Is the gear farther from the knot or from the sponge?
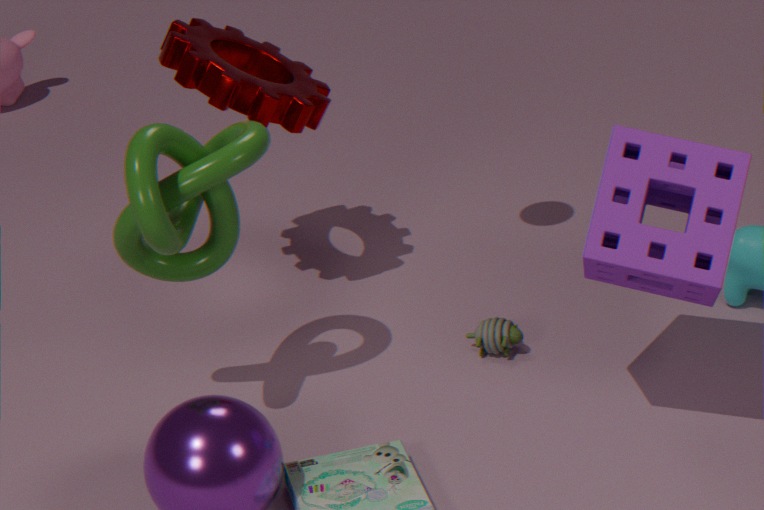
the sponge
